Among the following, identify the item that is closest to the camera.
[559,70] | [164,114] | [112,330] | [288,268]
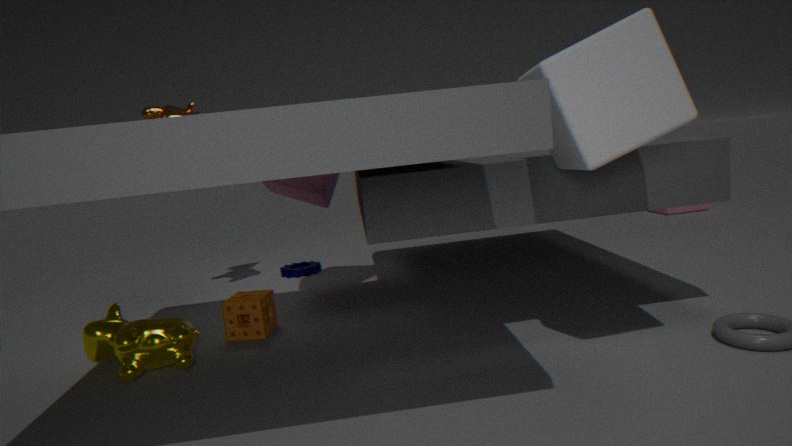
[559,70]
